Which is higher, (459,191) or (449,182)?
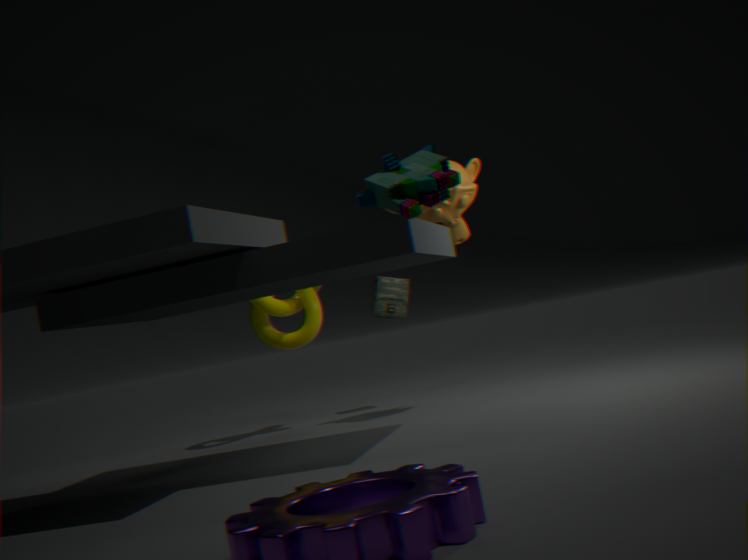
(459,191)
